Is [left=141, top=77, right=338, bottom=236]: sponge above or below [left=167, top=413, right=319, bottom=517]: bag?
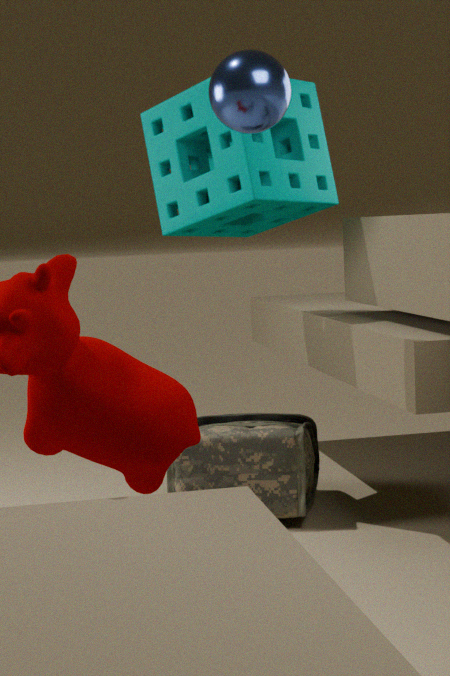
above
